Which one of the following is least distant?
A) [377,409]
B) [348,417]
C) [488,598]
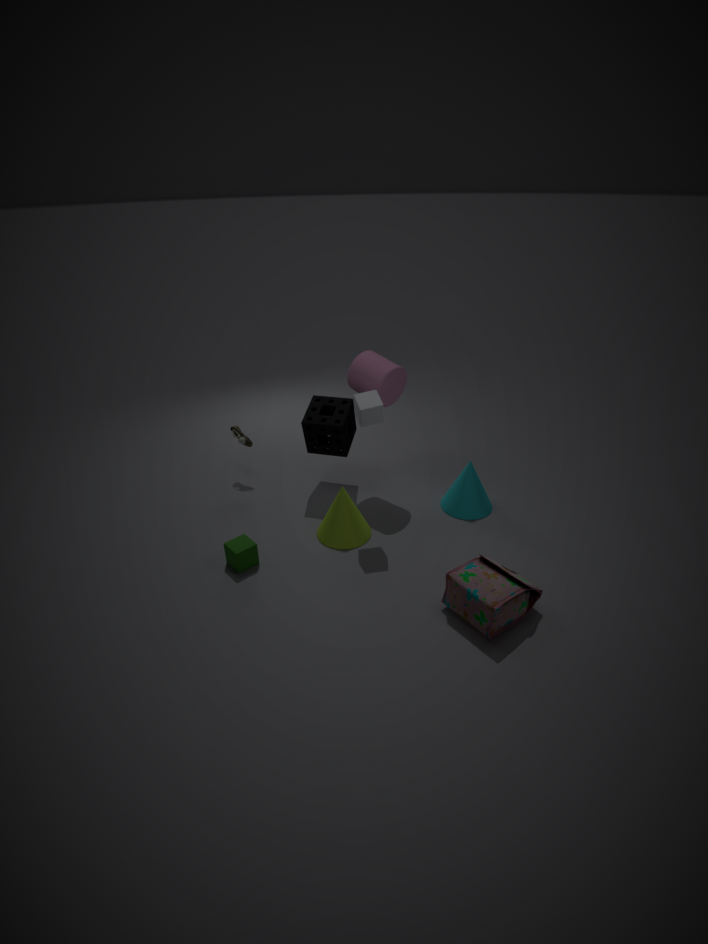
[488,598]
